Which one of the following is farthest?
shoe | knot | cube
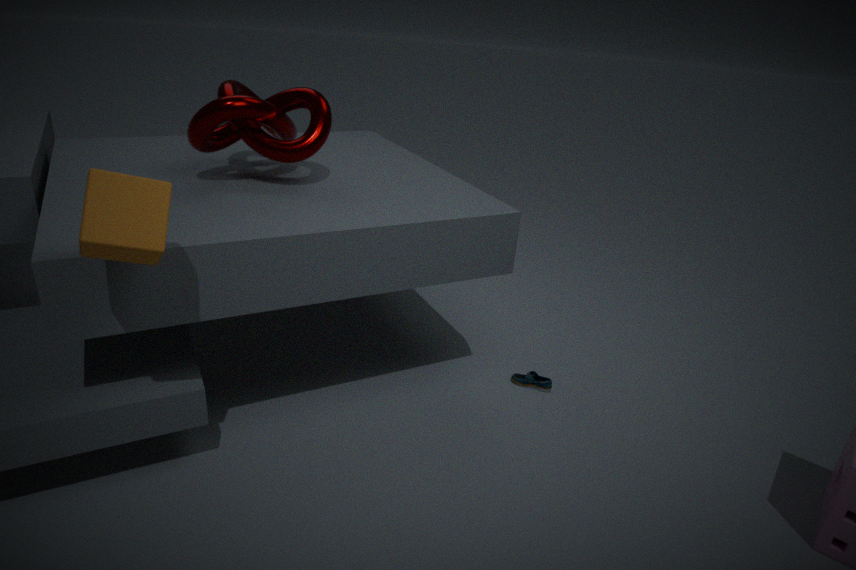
shoe
